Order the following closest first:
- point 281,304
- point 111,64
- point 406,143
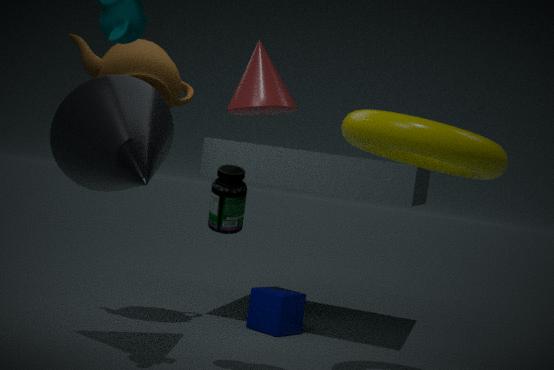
point 406,143 < point 111,64 < point 281,304
